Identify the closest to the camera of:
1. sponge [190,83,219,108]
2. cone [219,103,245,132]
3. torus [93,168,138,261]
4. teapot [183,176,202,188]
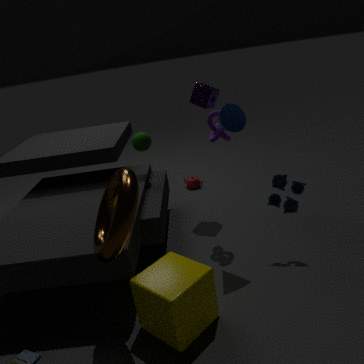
torus [93,168,138,261]
